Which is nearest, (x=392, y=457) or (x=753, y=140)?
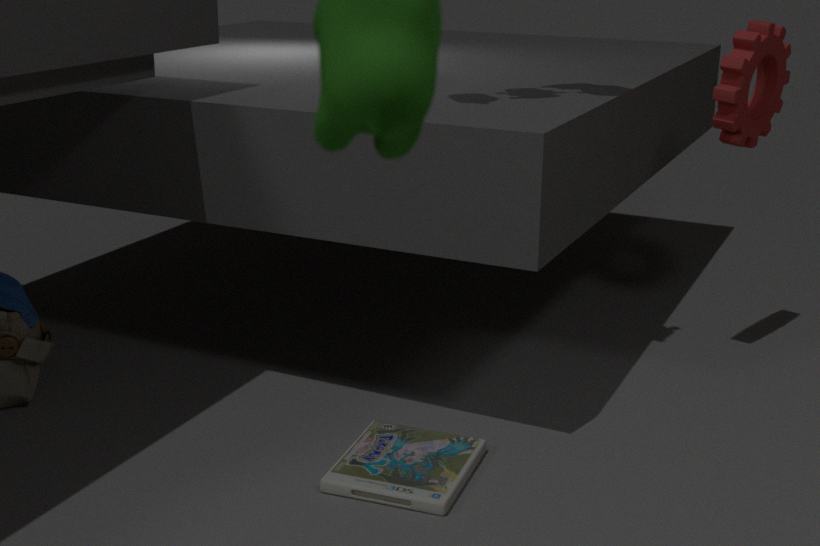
(x=392, y=457)
